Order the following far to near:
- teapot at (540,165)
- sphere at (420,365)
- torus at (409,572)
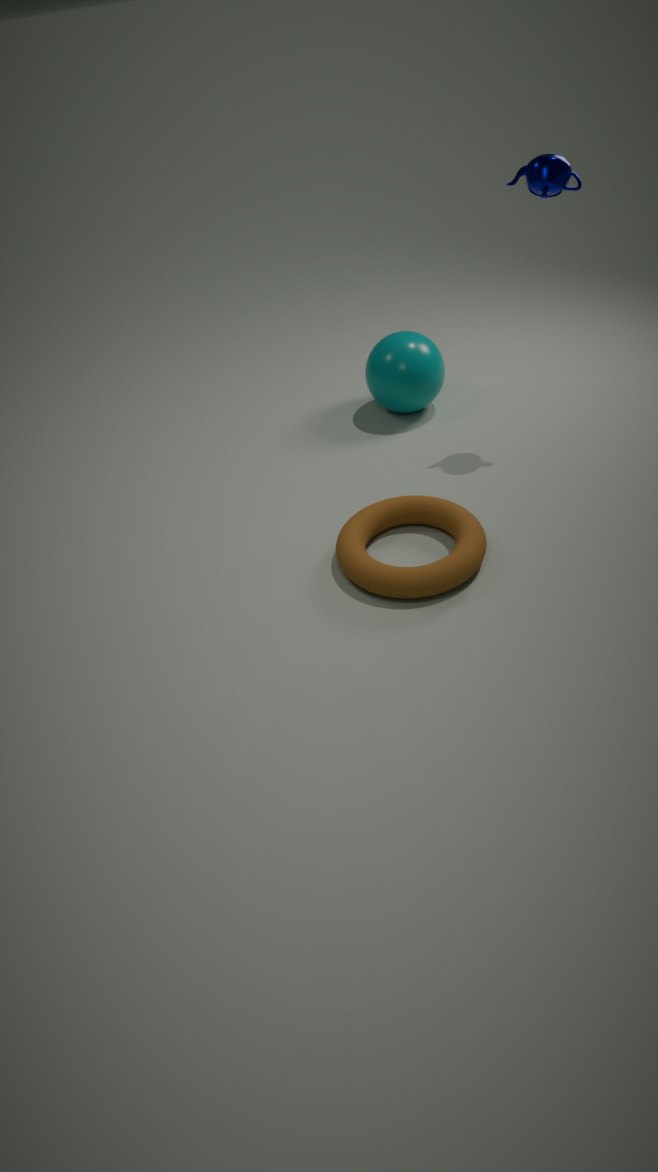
sphere at (420,365)
teapot at (540,165)
torus at (409,572)
